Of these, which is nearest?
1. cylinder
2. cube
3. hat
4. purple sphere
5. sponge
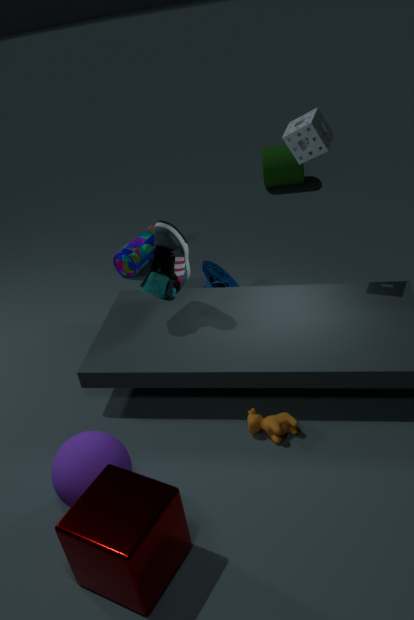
cube
